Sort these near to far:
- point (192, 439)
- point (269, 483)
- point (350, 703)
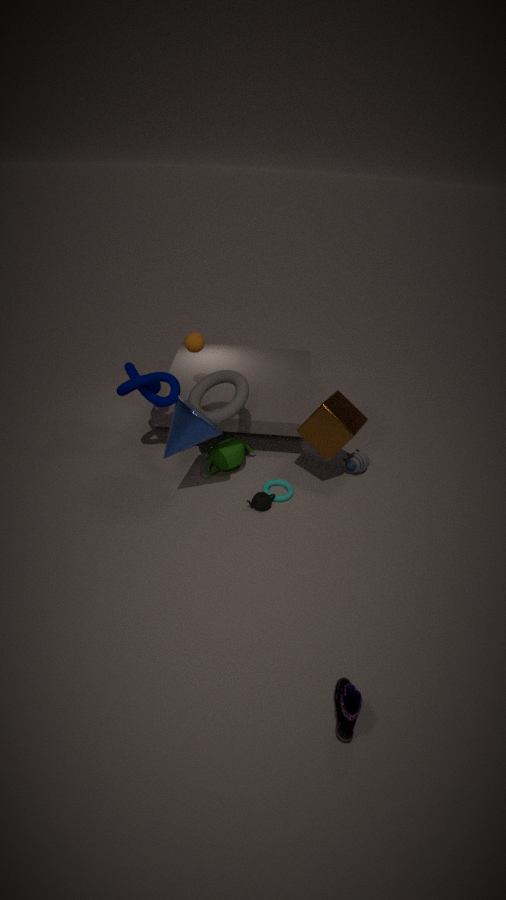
point (350, 703) < point (192, 439) < point (269, 483)
